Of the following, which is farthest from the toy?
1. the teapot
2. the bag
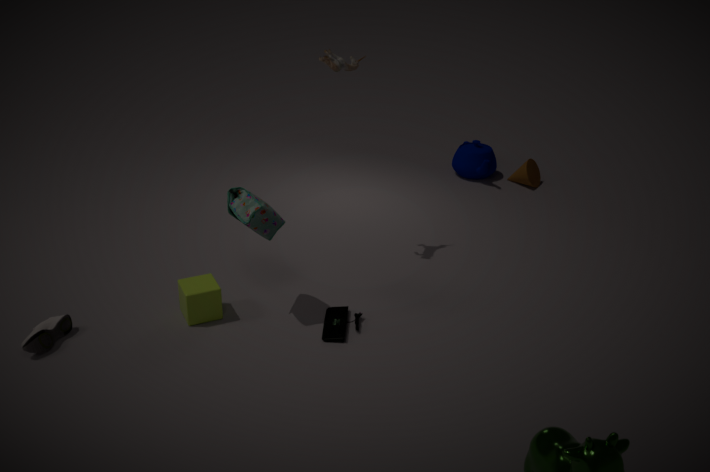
the teapot
